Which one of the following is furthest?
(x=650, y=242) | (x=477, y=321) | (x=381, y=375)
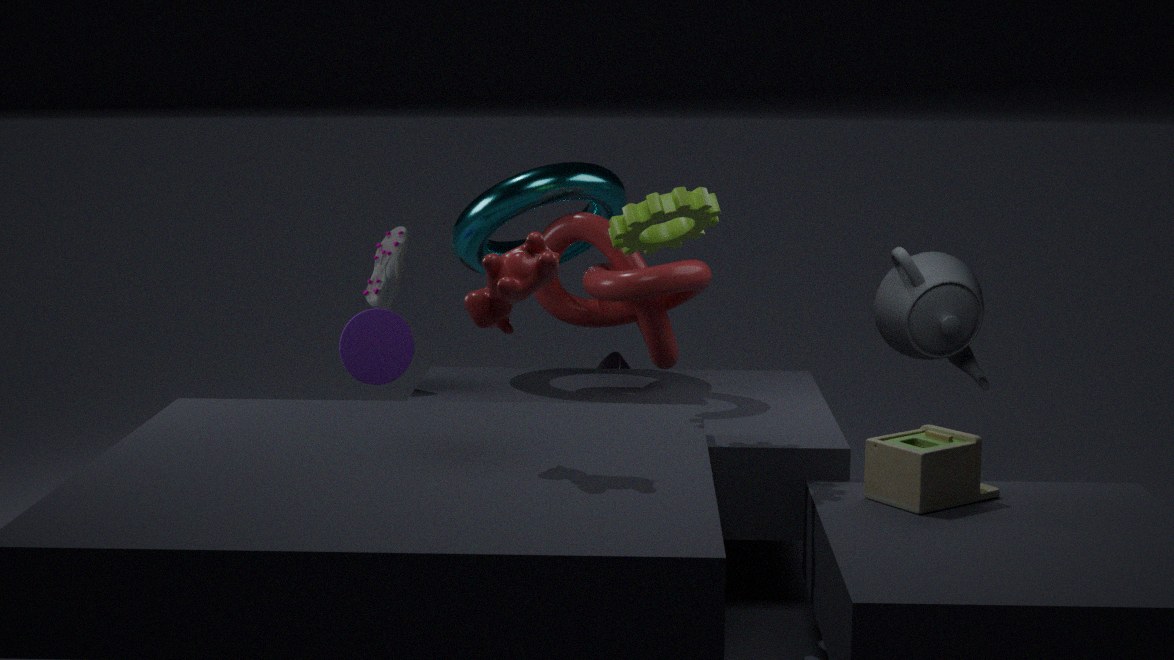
(x=381, y=375)
